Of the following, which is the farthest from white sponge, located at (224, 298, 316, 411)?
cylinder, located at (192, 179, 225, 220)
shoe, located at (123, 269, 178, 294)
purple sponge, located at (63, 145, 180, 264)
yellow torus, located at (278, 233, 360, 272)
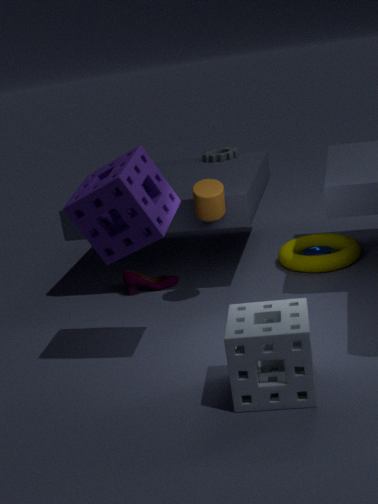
shoe, located at (123, 269, 178, 294)
